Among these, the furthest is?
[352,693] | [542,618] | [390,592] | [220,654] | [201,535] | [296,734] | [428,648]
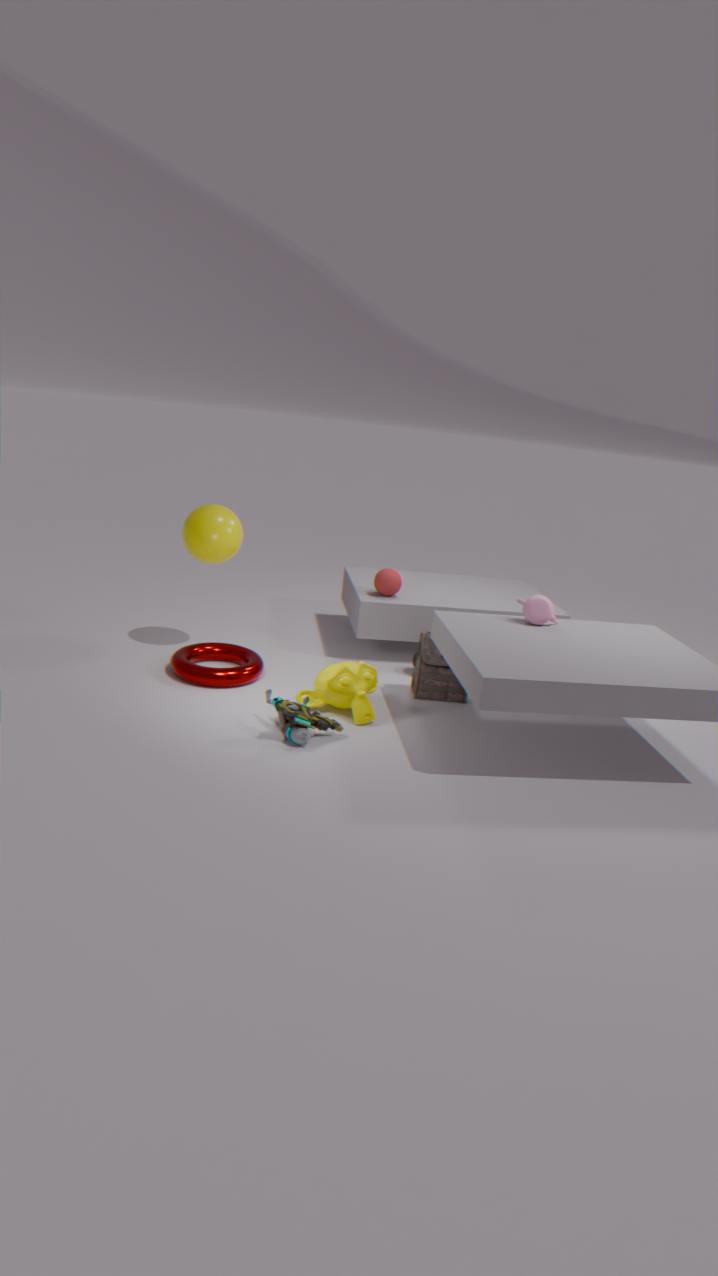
[390,592]
